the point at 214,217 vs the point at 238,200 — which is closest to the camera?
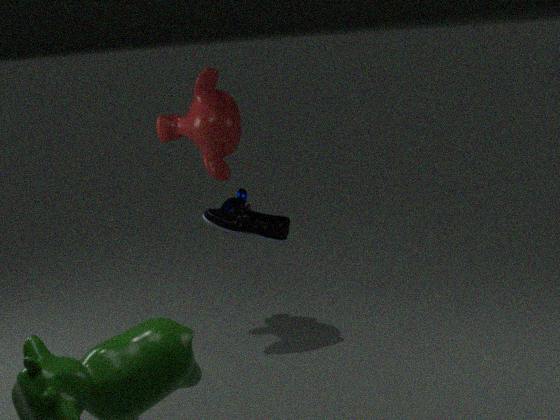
the point at 214,217
